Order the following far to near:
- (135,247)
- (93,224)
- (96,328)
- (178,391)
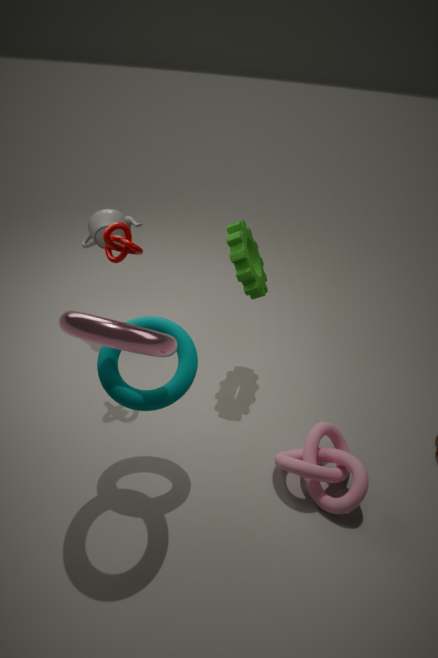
(93,224) < (135,247) < (178,391) < (96,328)
